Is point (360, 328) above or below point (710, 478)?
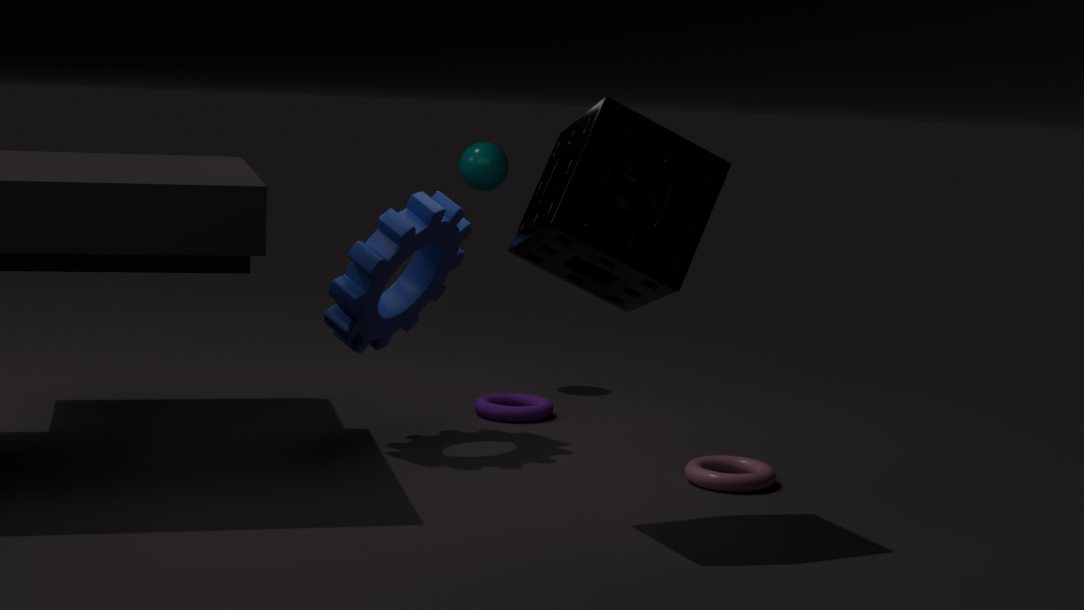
above
